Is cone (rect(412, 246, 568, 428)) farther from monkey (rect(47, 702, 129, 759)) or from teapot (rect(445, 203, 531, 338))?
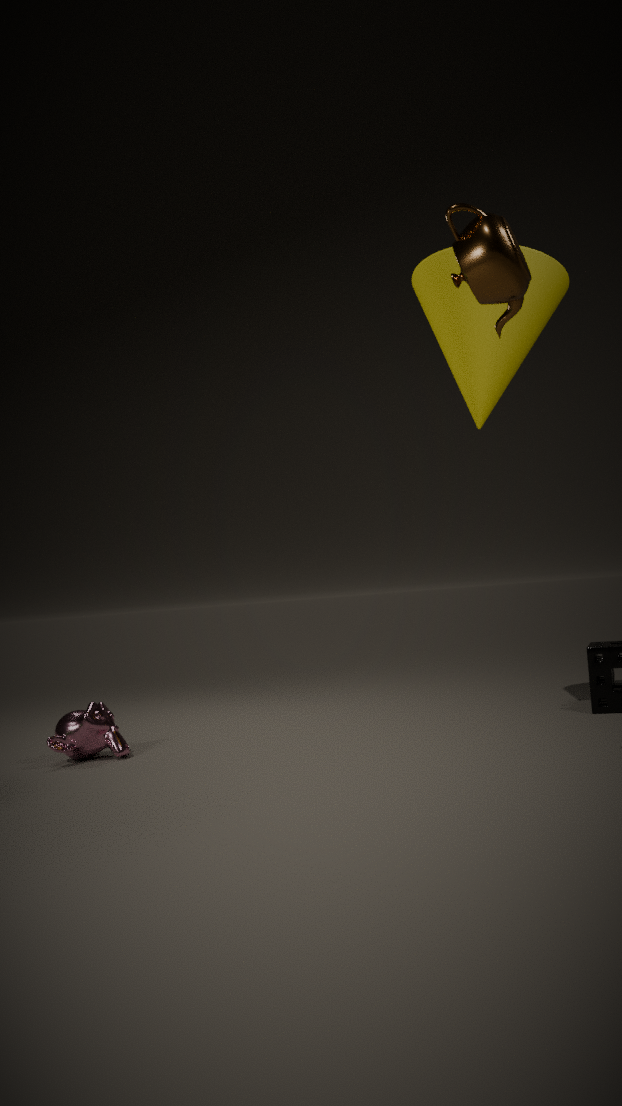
monkey (rect(47, 702, 129, 759))
